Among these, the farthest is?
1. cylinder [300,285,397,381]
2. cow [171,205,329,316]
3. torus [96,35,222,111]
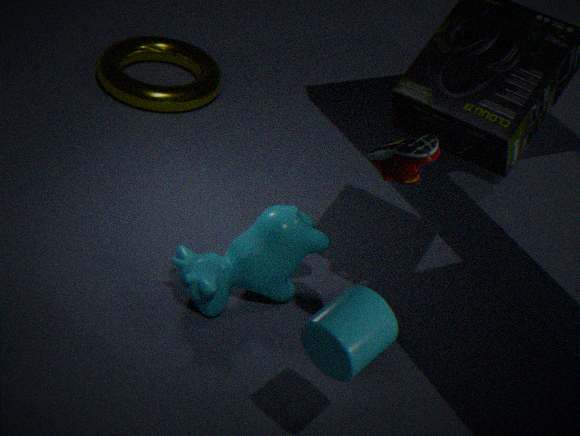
torus [96,35,222,111]
